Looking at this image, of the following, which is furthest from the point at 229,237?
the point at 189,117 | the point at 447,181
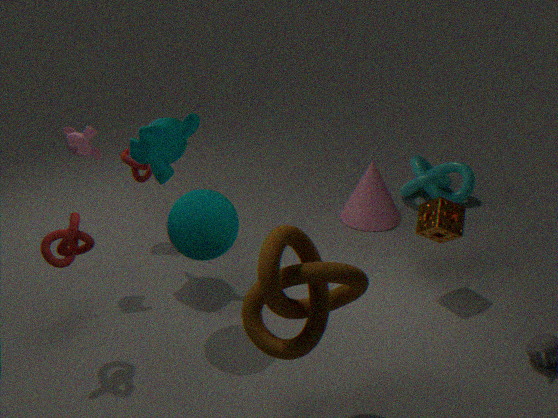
the point at 447,181
